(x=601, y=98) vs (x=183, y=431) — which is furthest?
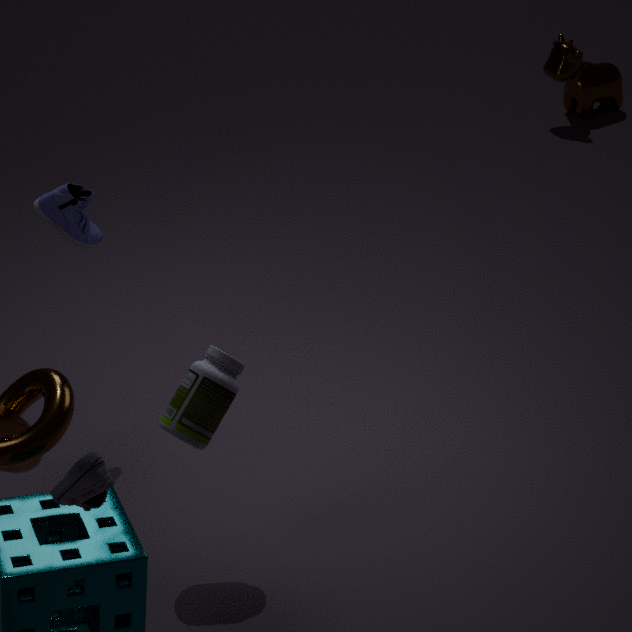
(x=601, y=98)
